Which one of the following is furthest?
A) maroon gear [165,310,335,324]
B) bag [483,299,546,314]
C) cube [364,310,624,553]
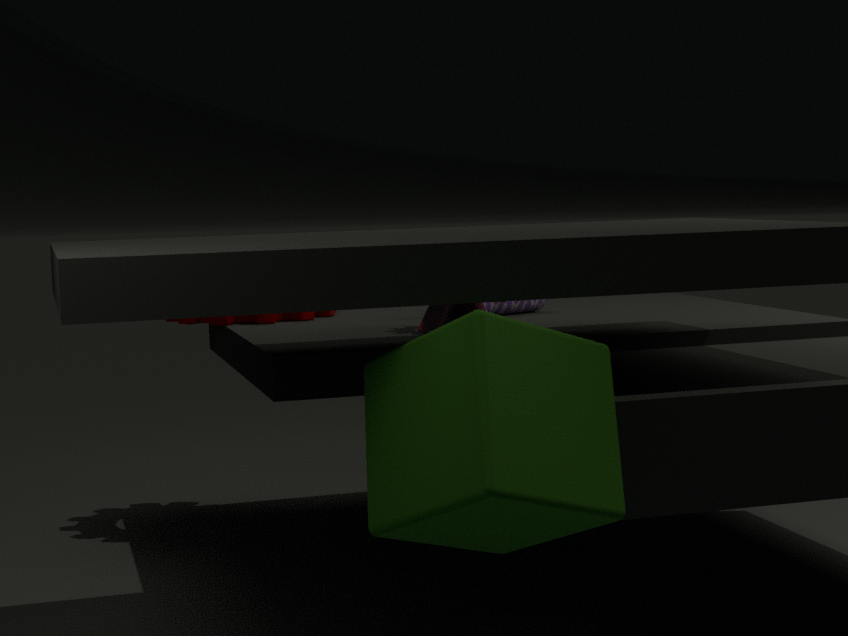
maroon gear [165,310,335,324]
